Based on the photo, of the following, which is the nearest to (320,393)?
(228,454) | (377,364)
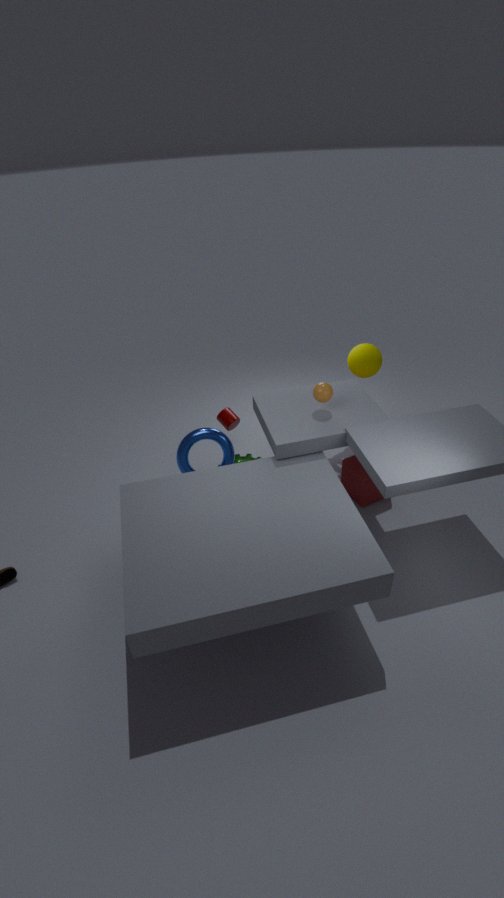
(377,364)
